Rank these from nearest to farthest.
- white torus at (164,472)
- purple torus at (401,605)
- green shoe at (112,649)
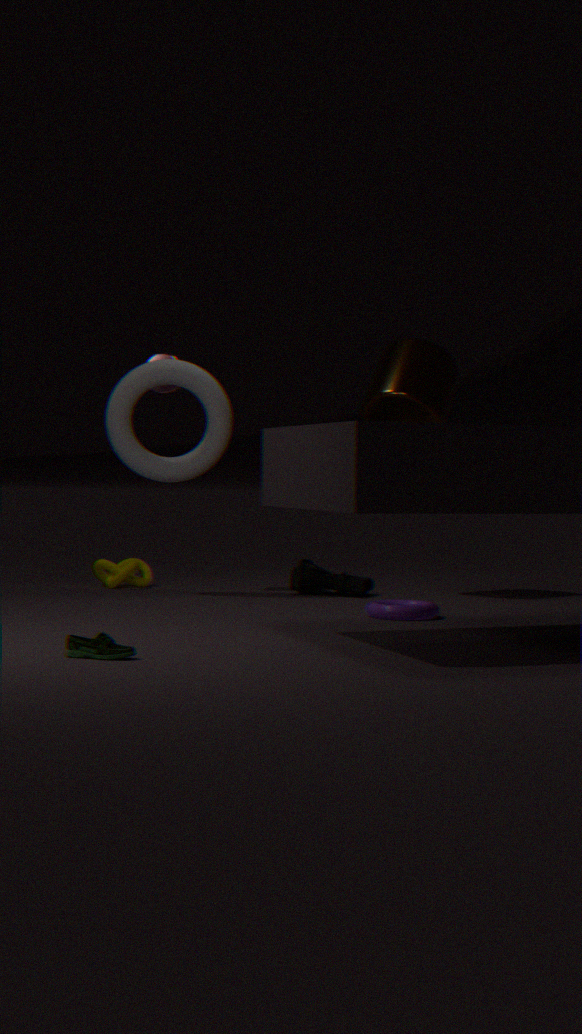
green shoe at (112,649)
purple torus at (401,605)
white torus at (164,472)
